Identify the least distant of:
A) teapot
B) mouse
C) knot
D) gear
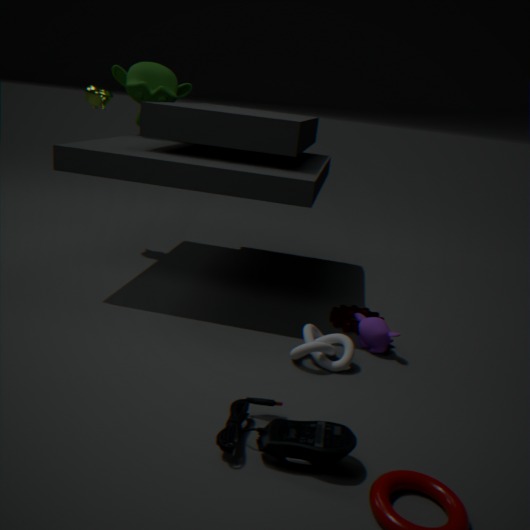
B. mouse
